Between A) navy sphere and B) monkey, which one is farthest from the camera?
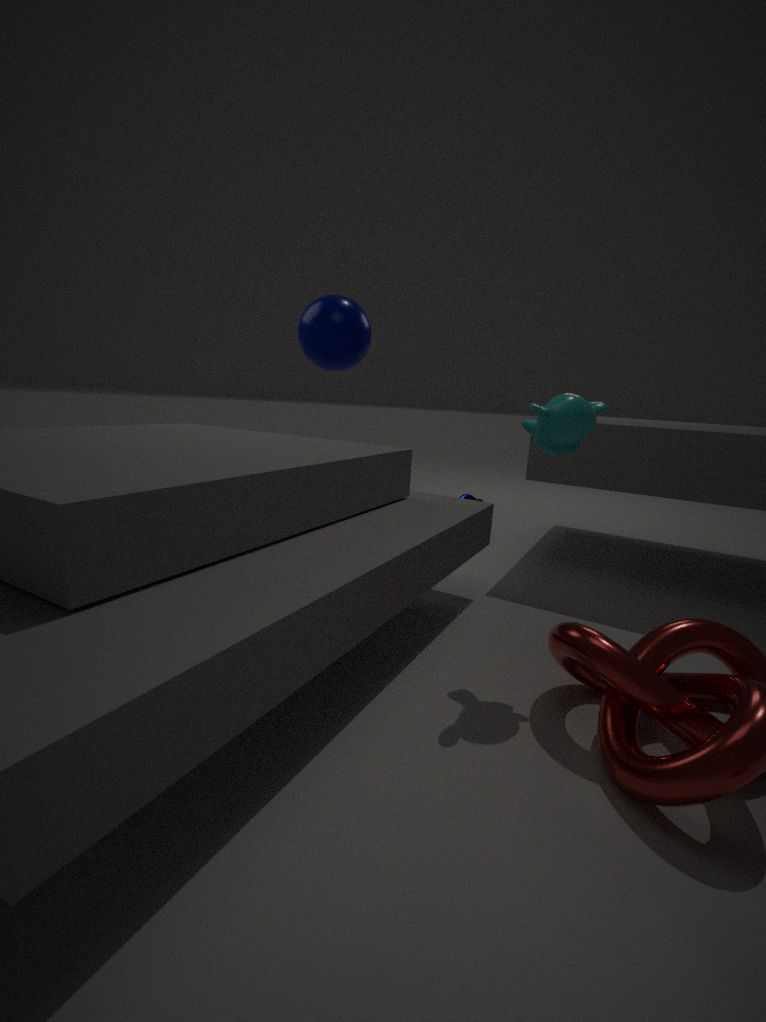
A. navy sphere
